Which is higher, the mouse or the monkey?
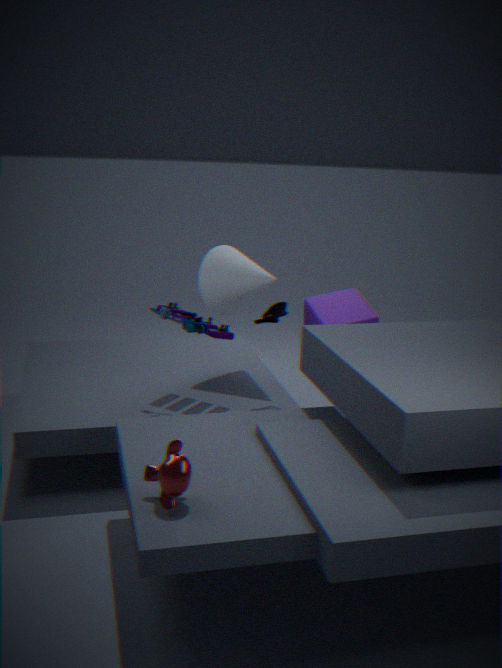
the mouse
